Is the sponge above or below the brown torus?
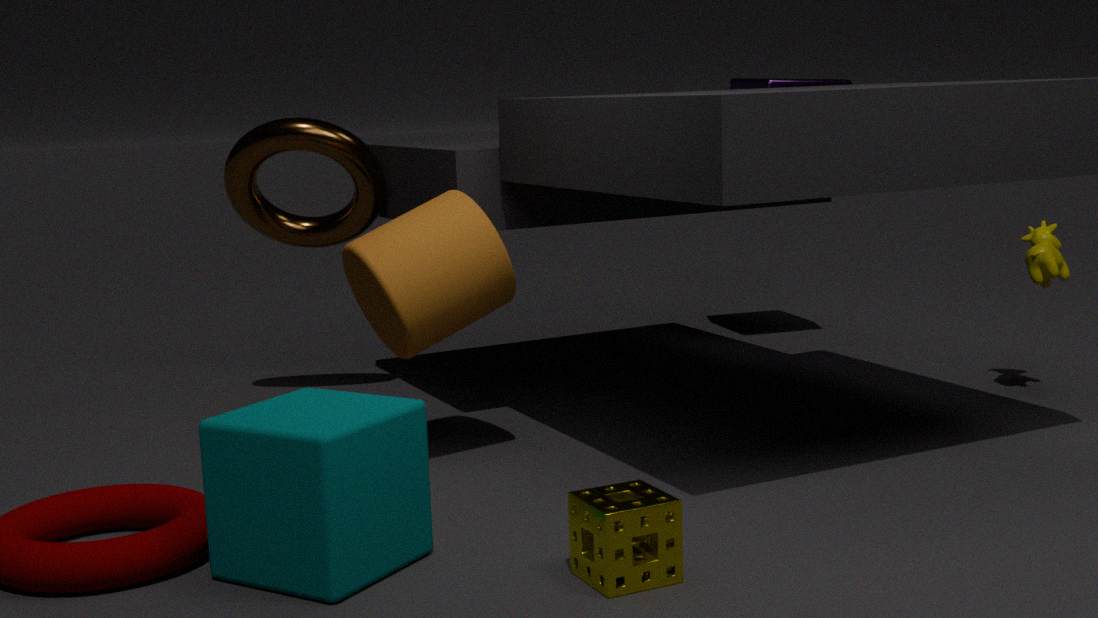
below
